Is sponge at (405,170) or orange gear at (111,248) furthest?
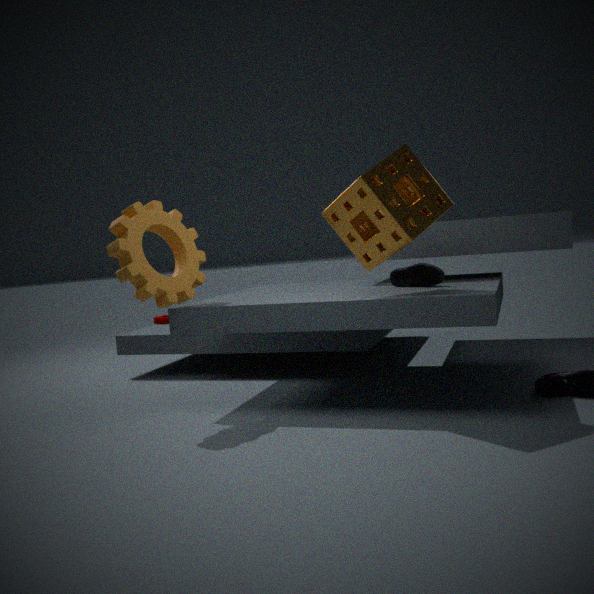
orange gear at (111,248)
